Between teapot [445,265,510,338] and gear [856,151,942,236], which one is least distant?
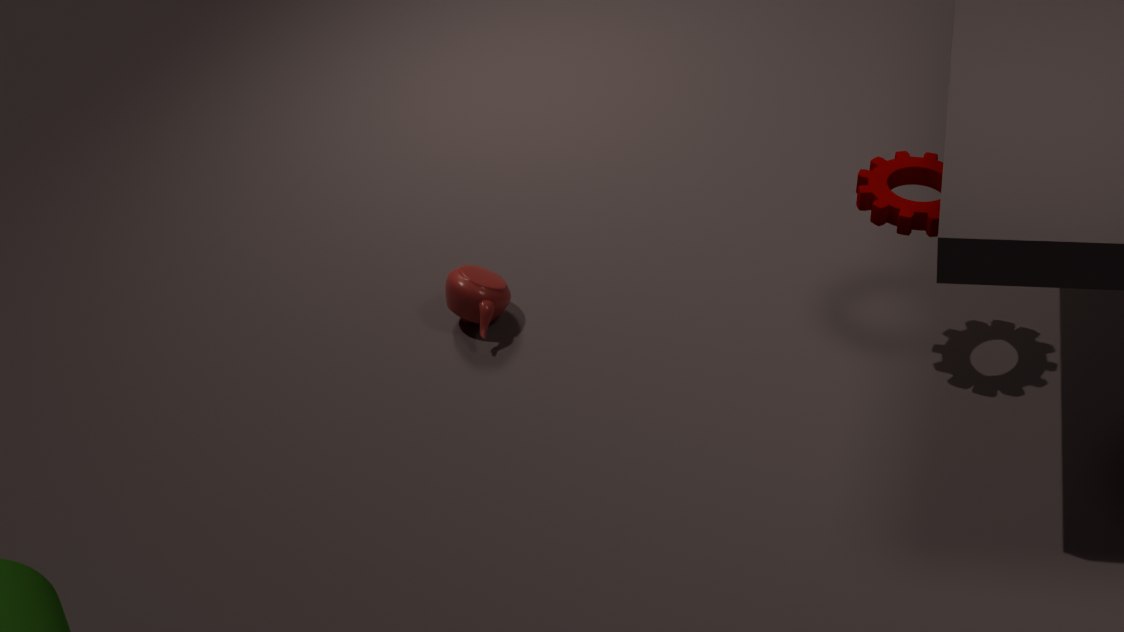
gear [856,151,942,236]
